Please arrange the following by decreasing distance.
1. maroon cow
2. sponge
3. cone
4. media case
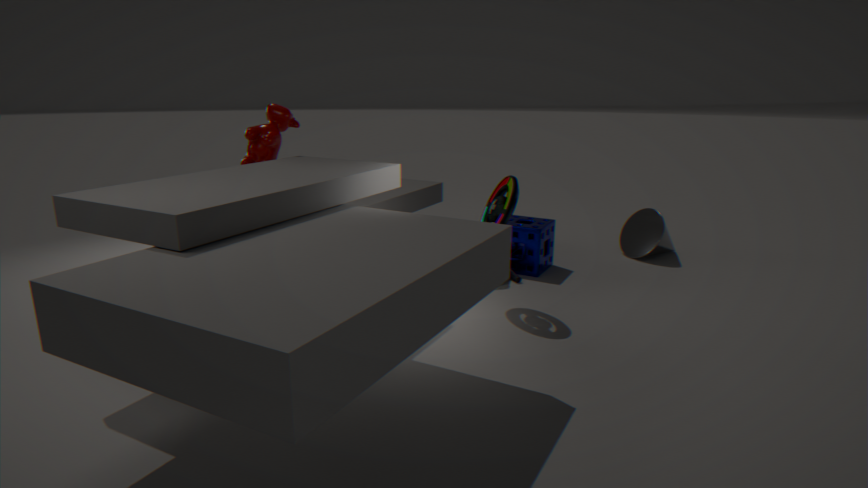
cone
sponge
maroon cow
media case
